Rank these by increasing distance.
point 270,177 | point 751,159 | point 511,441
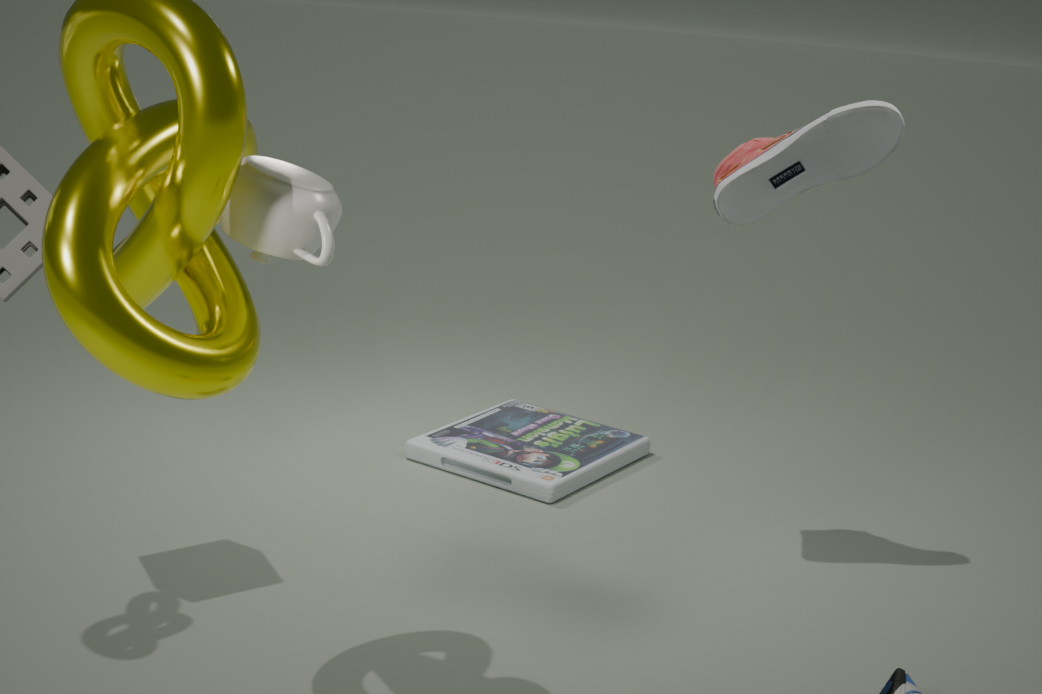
point 270,177 < point 751,159 < point 511,441
